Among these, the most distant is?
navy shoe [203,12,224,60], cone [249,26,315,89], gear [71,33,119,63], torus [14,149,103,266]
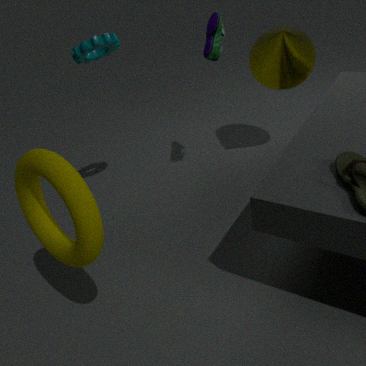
cone [249,26,315,89]
